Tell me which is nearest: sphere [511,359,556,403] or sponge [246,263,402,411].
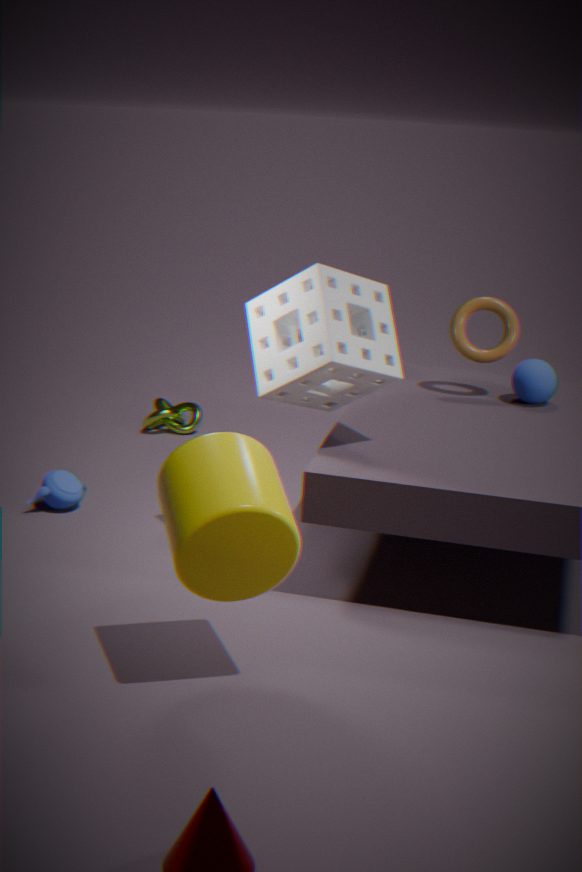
sponge [246,263,402,411]
